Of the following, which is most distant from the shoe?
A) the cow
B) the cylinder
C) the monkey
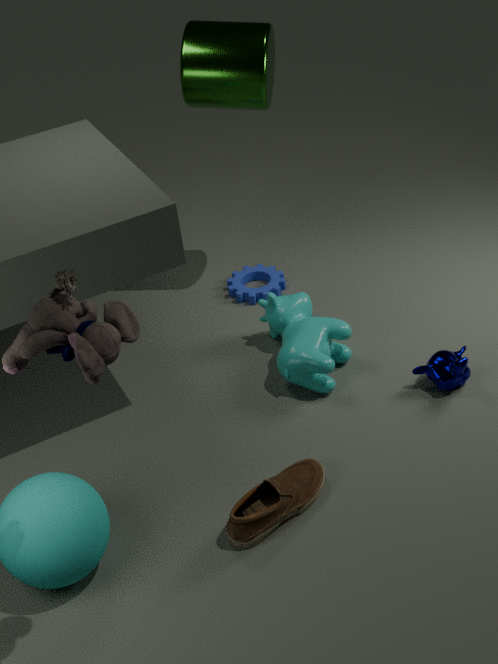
the cylinder
